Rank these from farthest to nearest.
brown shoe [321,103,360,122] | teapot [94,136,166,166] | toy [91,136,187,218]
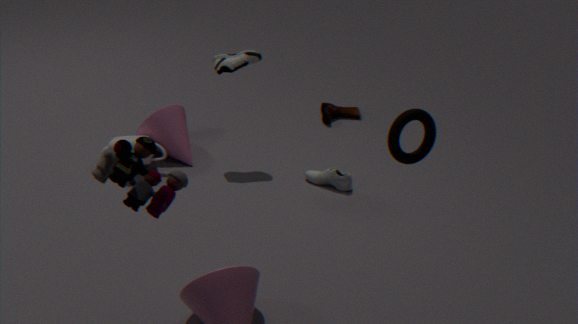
1. brown shoe [321,103,360,122]
2. teapot [94,136,166,166]
3. toy [91,136,187,218]
